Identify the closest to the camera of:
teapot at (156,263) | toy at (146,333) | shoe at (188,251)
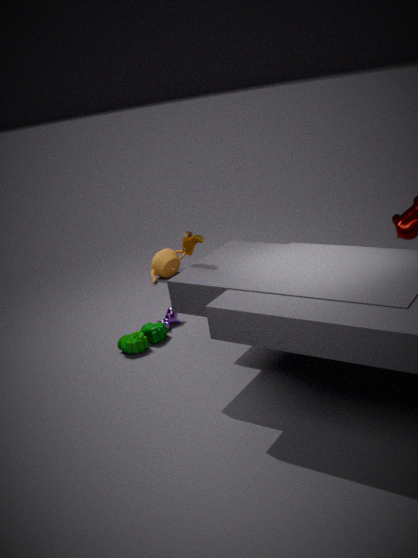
shoe at (188,251)
